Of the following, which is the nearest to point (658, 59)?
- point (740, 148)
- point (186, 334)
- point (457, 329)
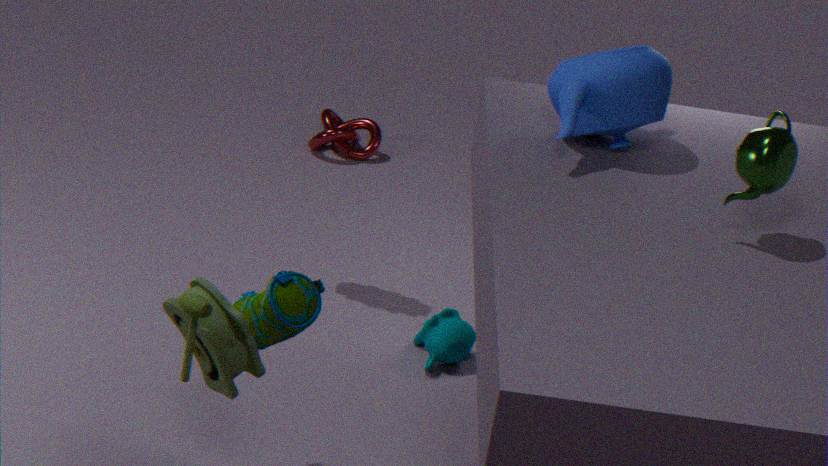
point (740, 148)
